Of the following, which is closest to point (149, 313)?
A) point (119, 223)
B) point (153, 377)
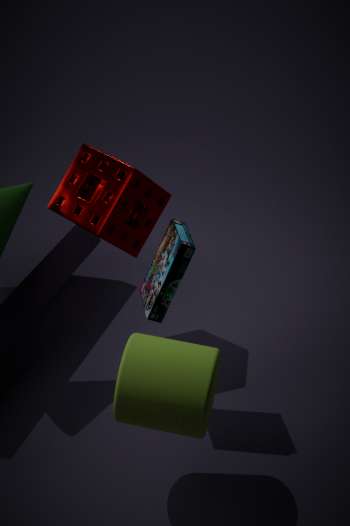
point (153, 377)
